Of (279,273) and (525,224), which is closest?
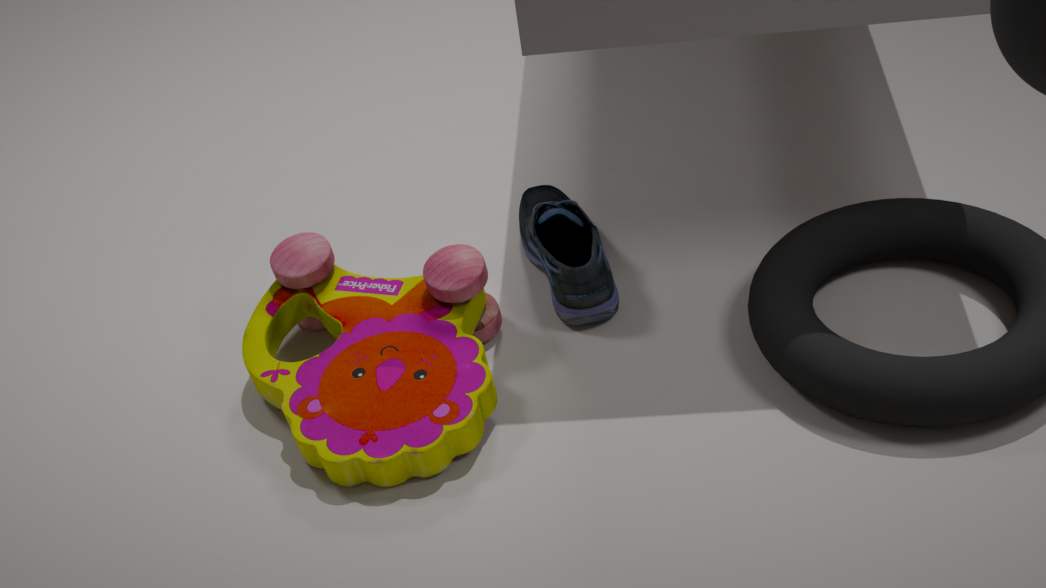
(279,273)
